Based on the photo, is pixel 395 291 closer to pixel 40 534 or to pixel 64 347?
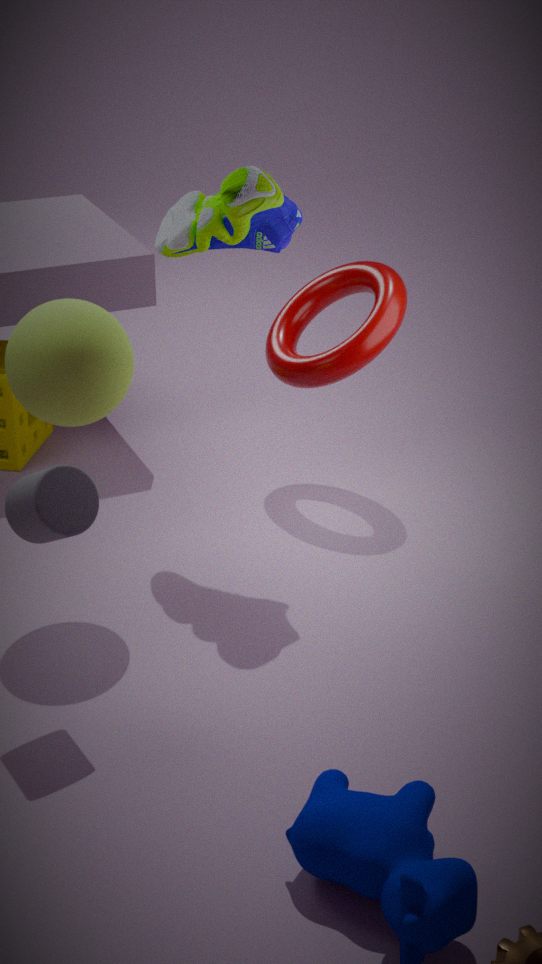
pixel 64 347
